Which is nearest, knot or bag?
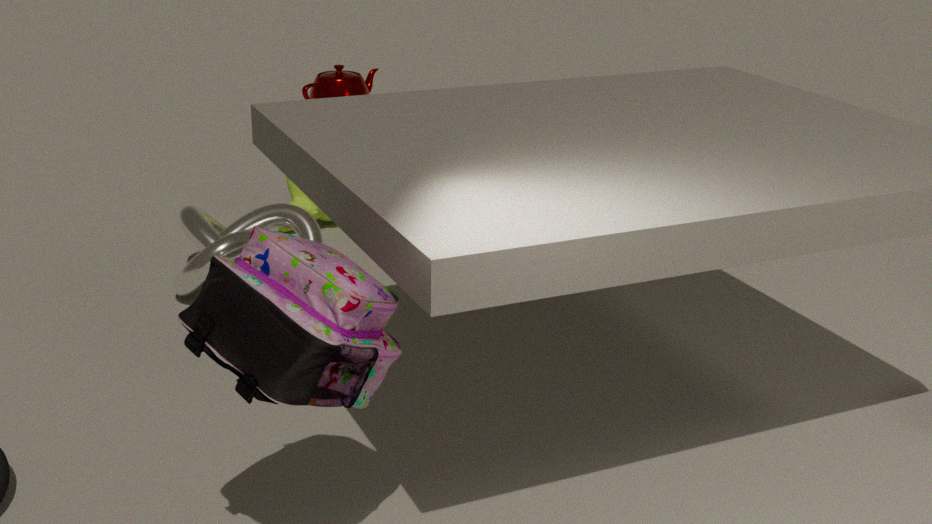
bag
